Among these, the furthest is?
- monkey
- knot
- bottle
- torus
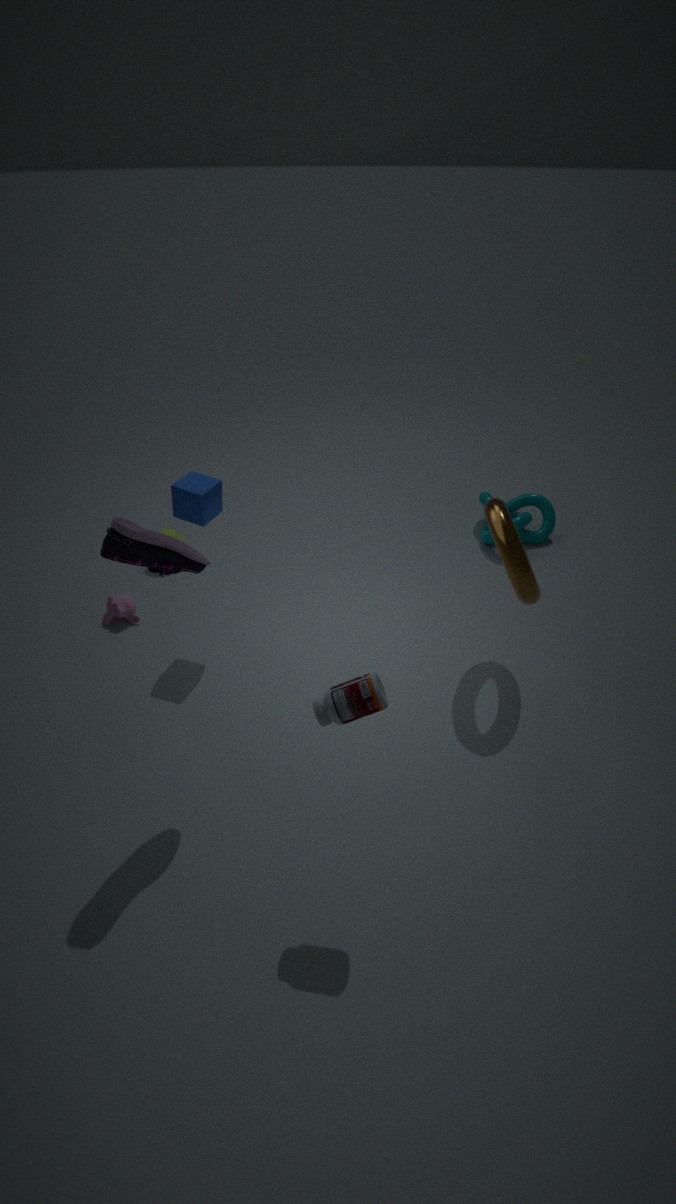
knot
